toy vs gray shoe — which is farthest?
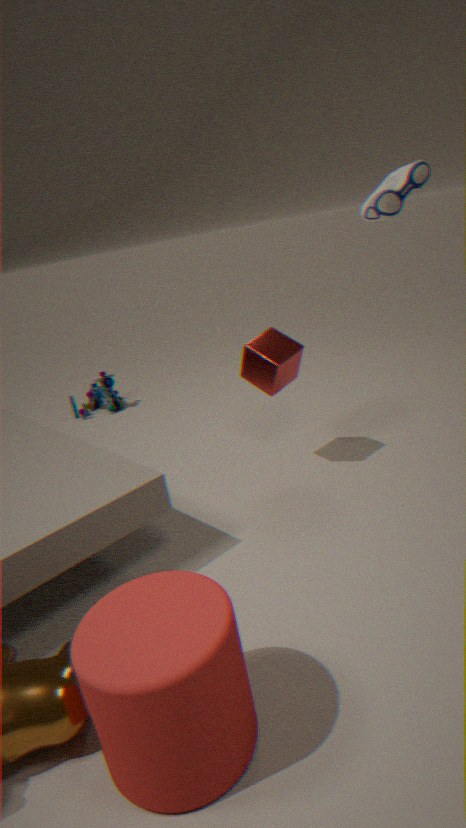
toy
